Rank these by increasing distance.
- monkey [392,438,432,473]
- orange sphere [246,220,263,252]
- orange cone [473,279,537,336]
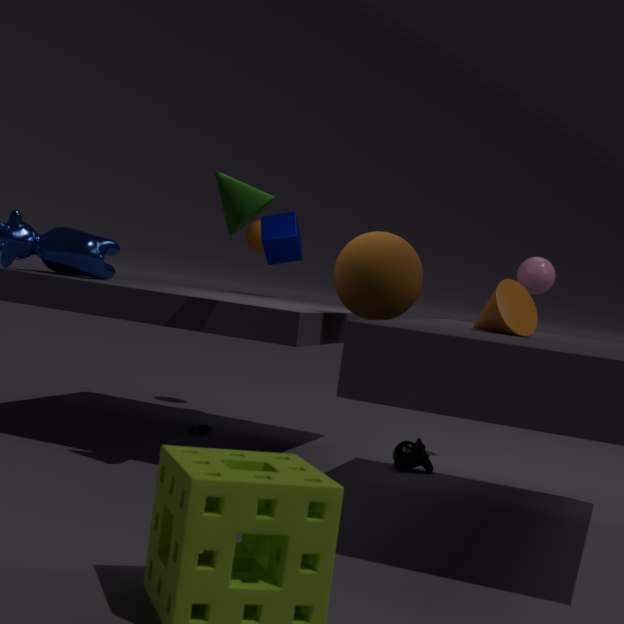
orange cone [473,279,537,336] < monkey [392,438,432,473] < orange sphere [246,220,263,252]
